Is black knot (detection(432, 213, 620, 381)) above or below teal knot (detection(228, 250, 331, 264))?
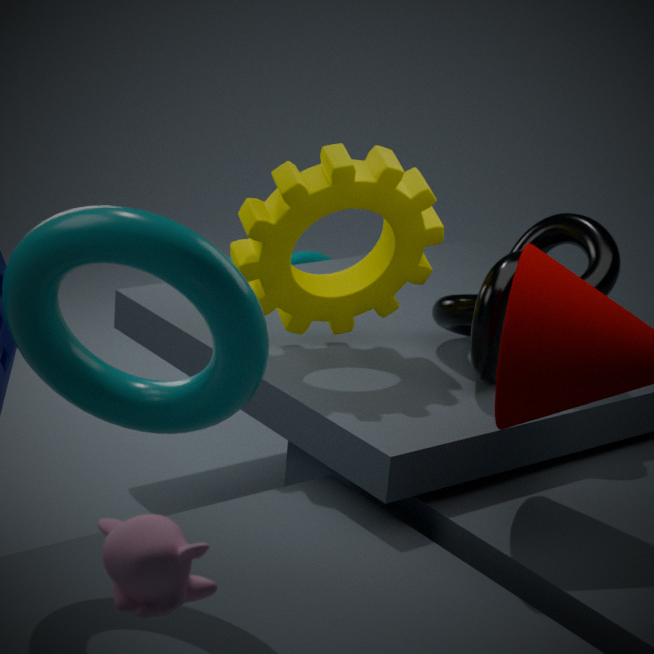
above
